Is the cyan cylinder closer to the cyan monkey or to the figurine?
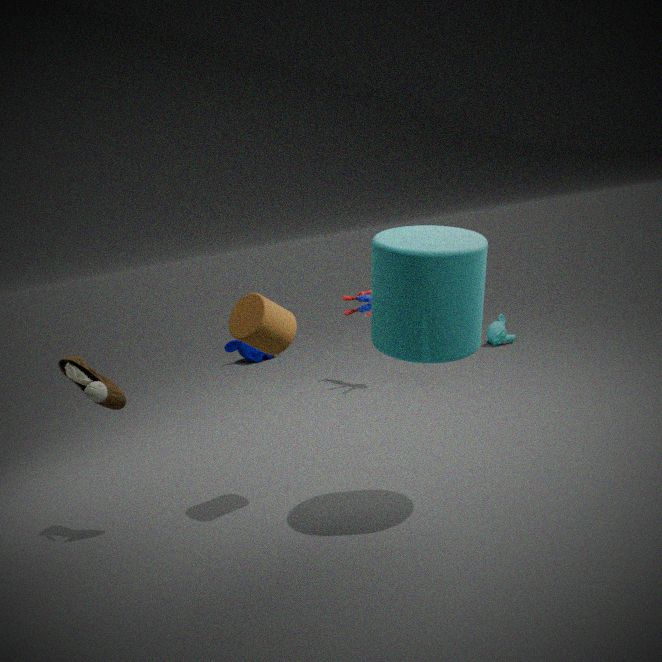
the figurine
